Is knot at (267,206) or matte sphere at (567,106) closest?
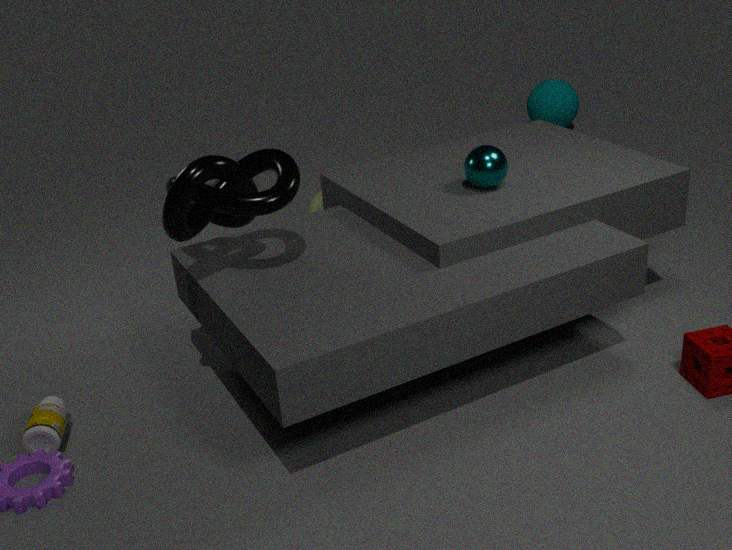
knot at (267,206)
